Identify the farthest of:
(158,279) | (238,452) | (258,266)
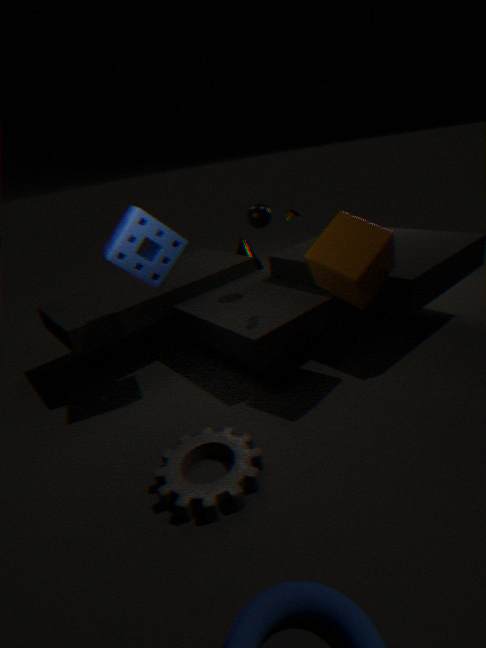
(258,266)
